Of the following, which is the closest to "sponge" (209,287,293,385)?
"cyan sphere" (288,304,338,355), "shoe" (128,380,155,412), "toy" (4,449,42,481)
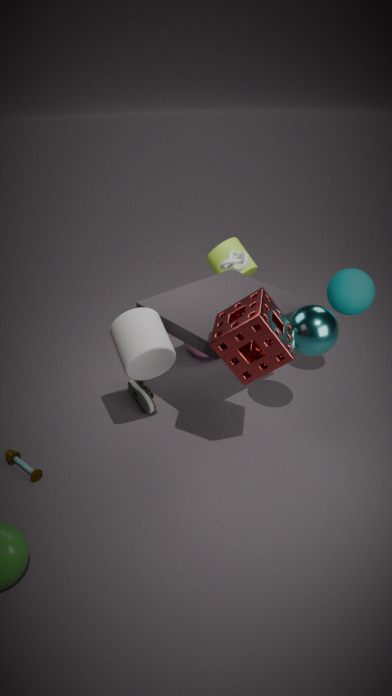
"cyan sphere" (288,304,338,355)
